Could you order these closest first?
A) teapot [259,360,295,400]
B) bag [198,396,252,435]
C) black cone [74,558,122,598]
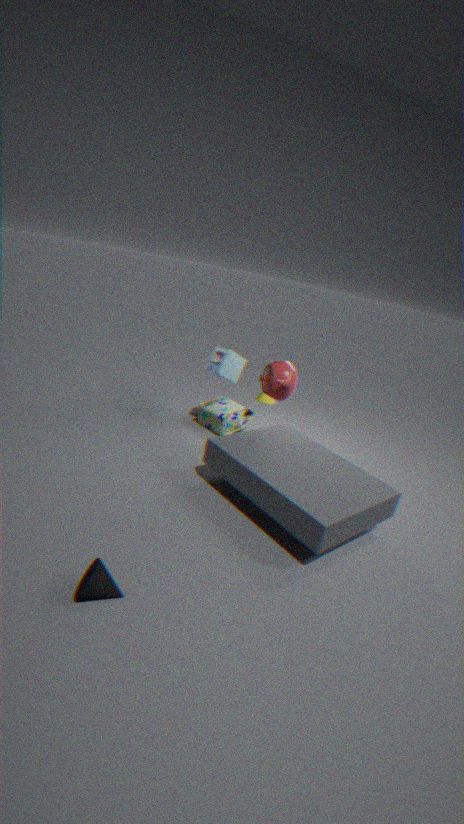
black cone [74,558,122,598] < teapot [259,360,295,400] < bag [198,396,252,435]
